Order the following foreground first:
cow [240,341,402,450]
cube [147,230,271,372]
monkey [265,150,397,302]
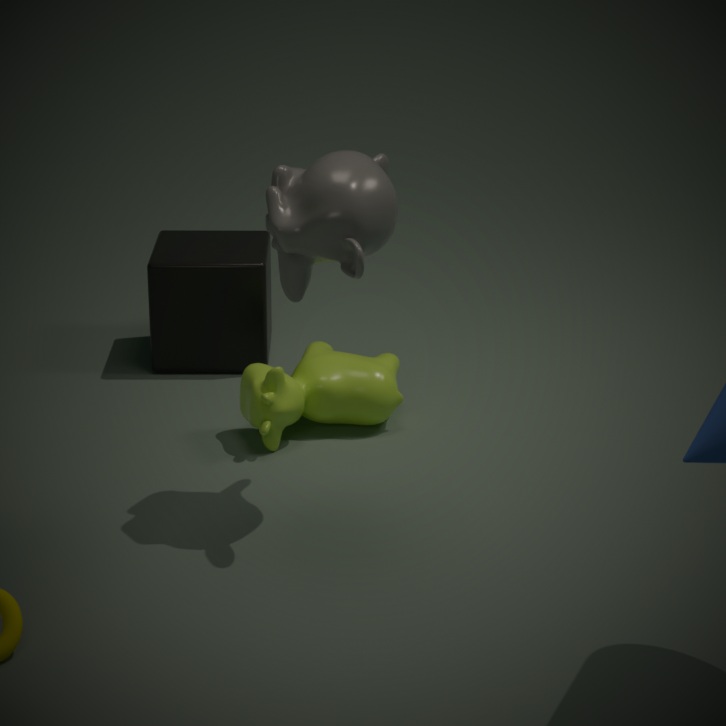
1. monkey [265,150,397,302]
2. cow [240,341,402,450]
3. cube [147,230,271,372]
